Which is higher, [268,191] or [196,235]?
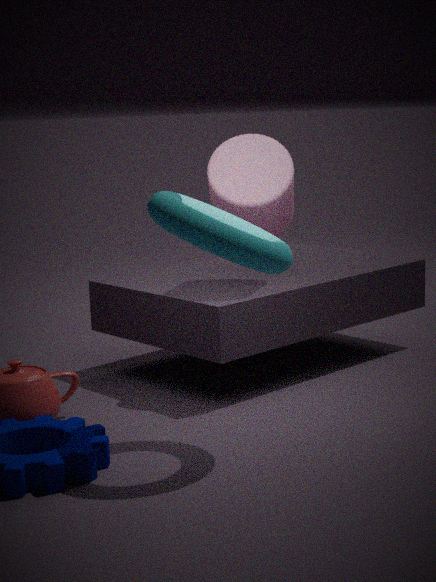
[268,191]
